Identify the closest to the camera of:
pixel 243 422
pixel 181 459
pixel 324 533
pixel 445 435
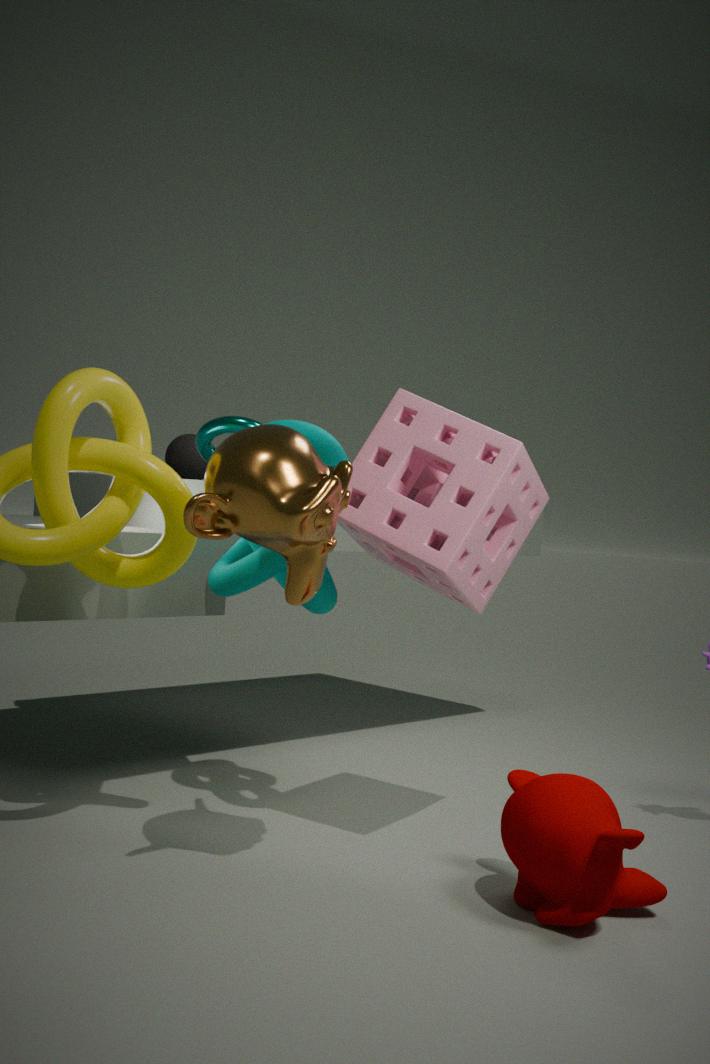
pixel 324 533
